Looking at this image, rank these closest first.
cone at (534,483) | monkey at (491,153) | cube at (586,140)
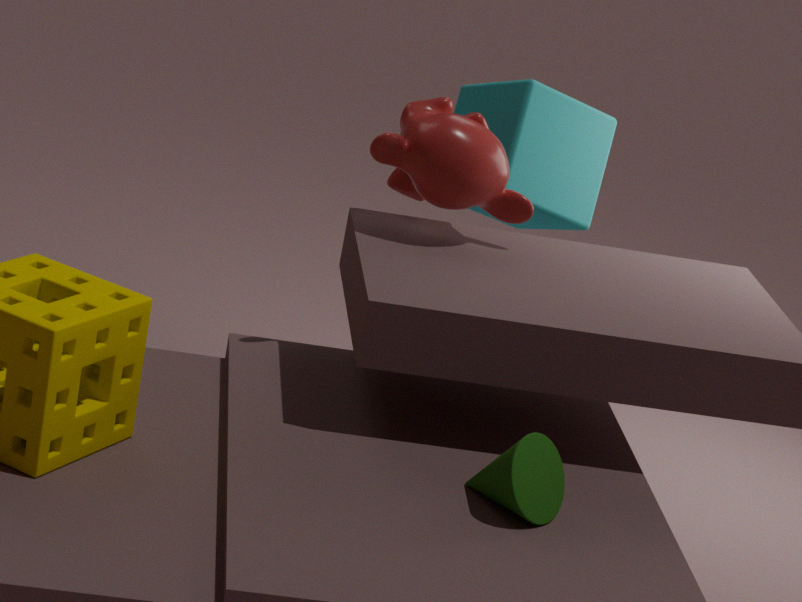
cone at (534,483)
monkey at (491,153)
cube at (586,140)
